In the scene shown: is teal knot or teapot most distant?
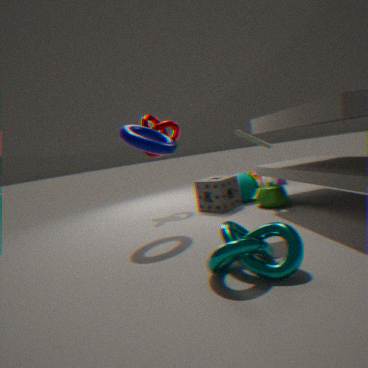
teapot
